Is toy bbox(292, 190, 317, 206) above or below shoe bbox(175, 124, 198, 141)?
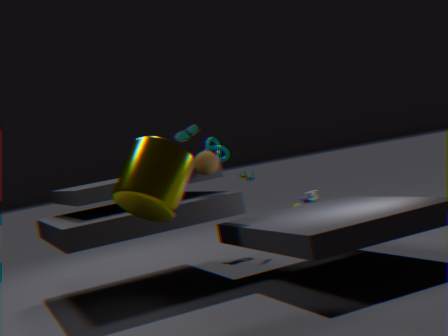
below
